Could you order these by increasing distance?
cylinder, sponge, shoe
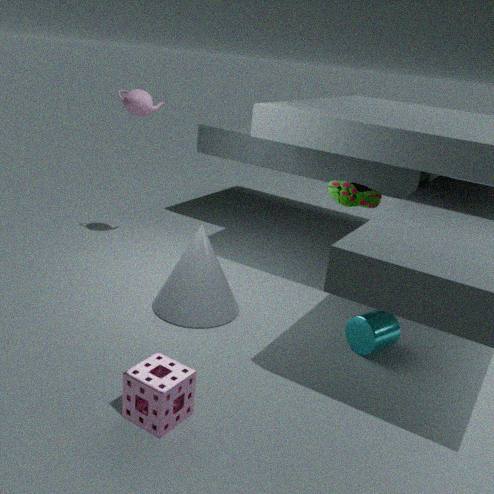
sponge → cylinder → shoe
